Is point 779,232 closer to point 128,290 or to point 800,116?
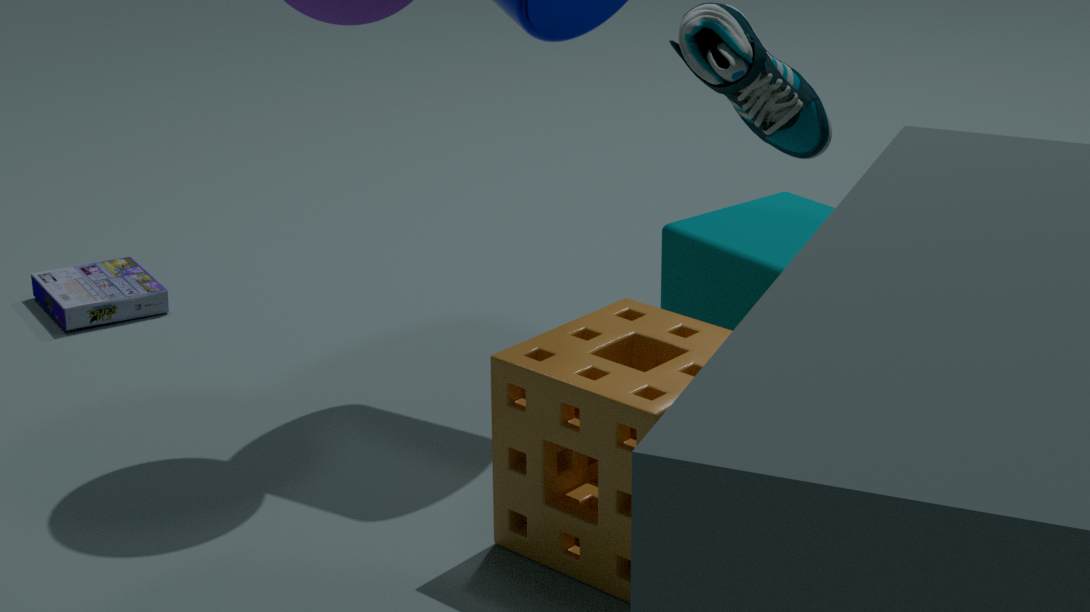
point 800,116
